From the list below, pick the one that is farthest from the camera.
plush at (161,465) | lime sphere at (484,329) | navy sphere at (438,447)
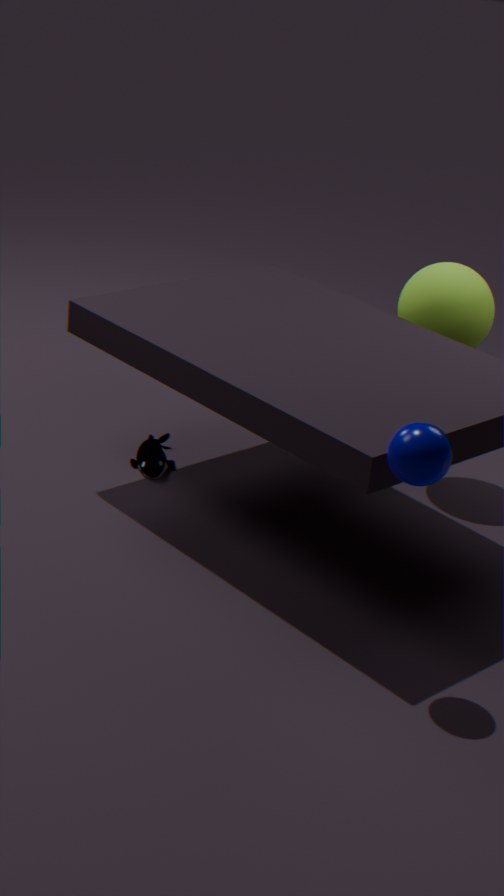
plush at (161,465)
